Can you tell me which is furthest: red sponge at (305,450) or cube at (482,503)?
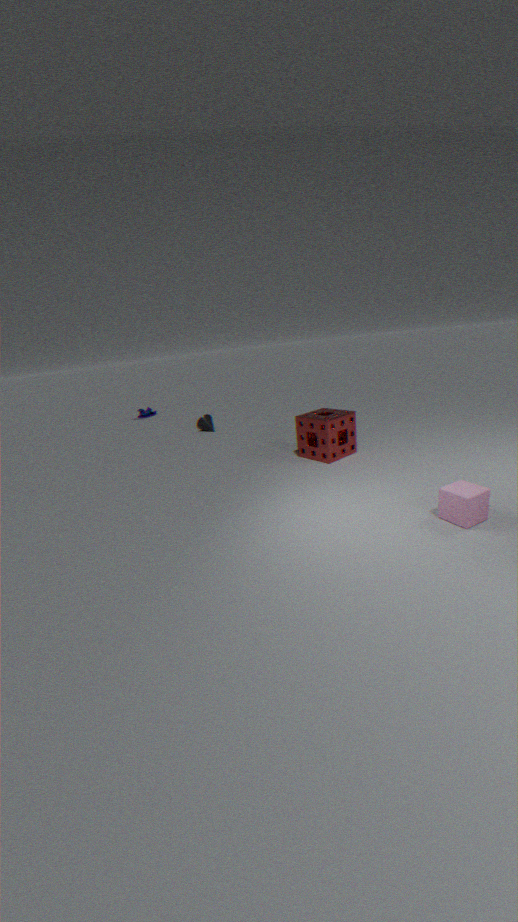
red sponge at (305,450)
